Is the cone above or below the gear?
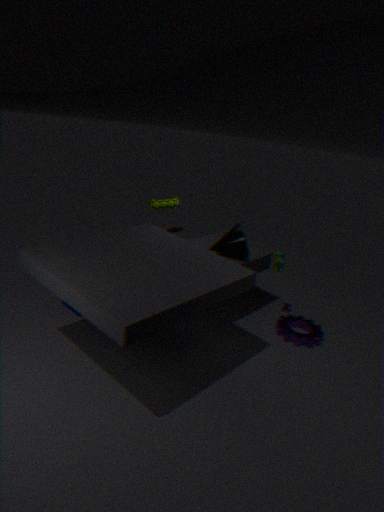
above
